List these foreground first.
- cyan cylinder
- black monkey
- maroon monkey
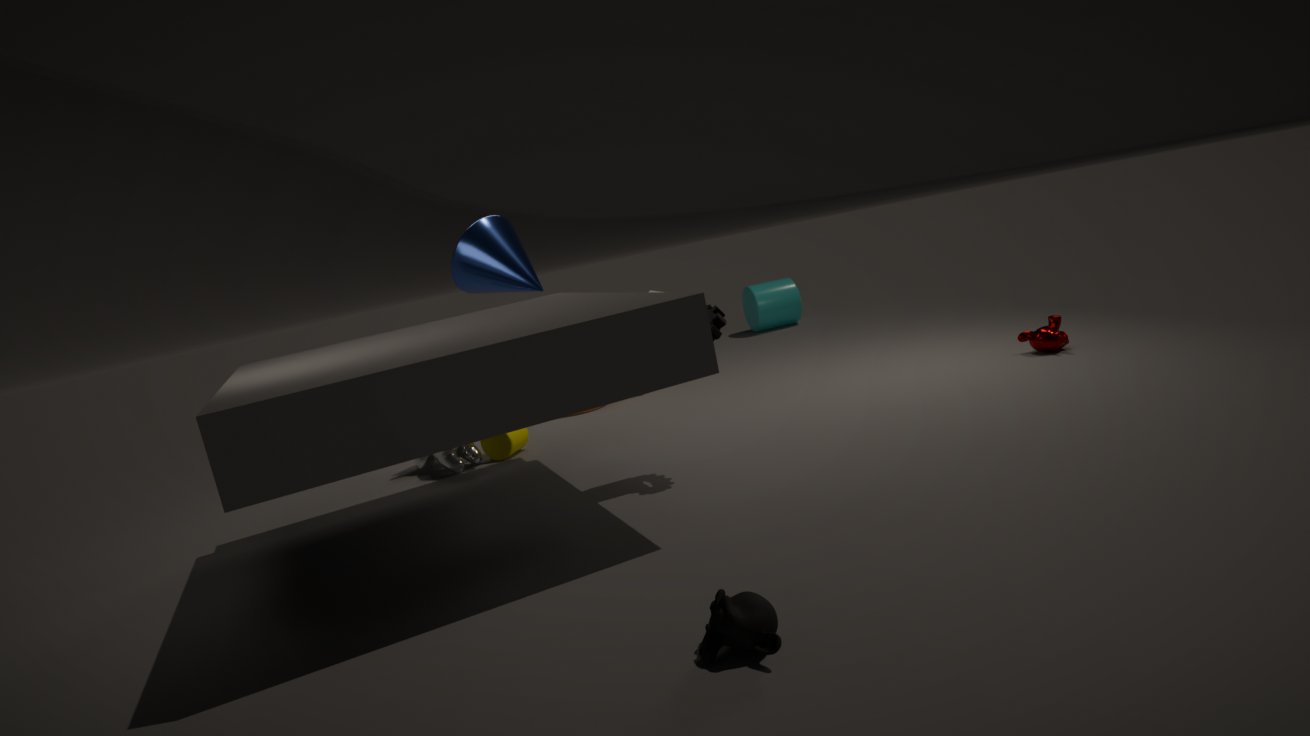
black monkey → maroon monkey → cyan cylinder
